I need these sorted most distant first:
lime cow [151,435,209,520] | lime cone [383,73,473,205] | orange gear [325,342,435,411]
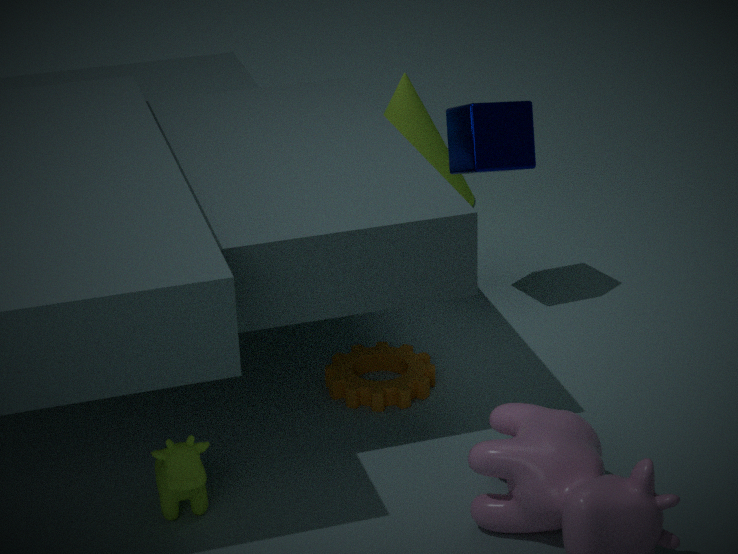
lime cone [383,73,473,205]
orange gear [325,342,435,411]
lime cow [151,435,209,520]
